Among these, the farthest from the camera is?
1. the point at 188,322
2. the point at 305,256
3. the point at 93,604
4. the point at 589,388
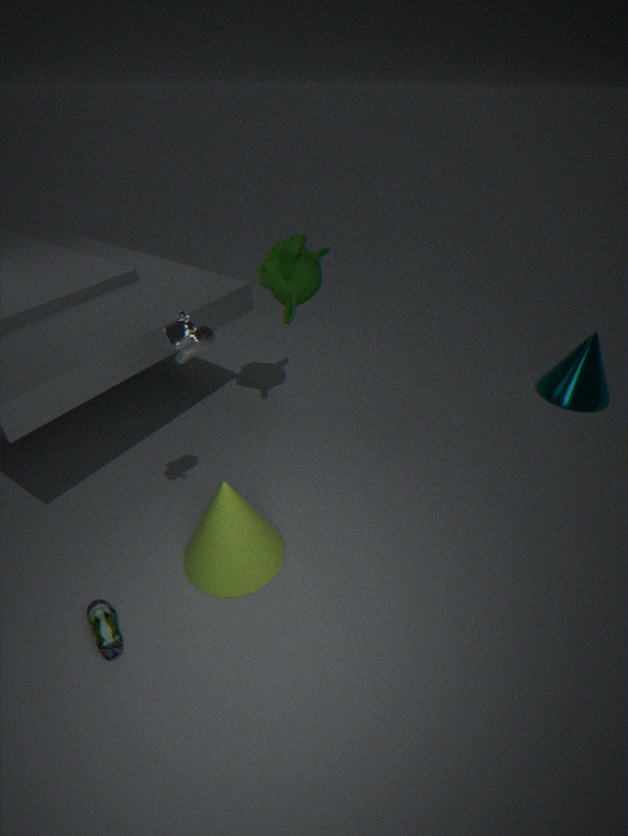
the point at 589,388
